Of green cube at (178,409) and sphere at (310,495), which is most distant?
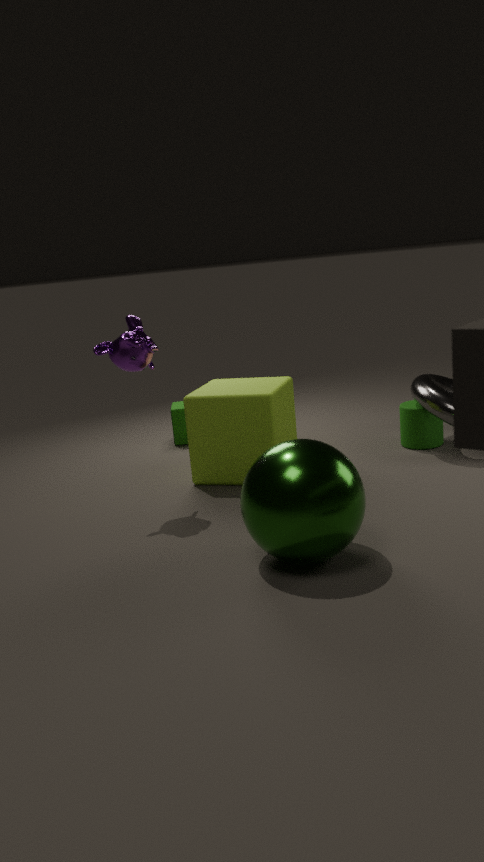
green cube at (178,409)
